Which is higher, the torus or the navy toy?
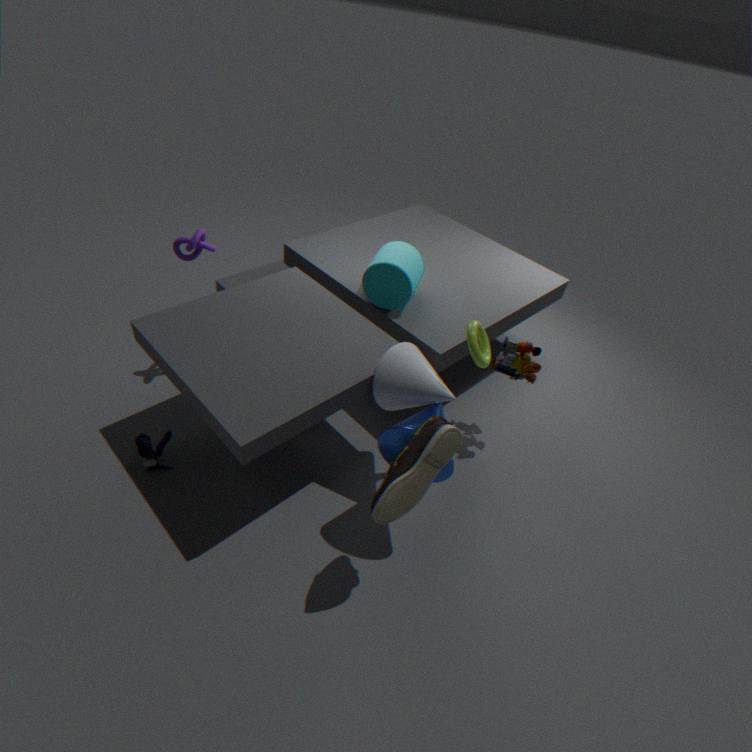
the torus
